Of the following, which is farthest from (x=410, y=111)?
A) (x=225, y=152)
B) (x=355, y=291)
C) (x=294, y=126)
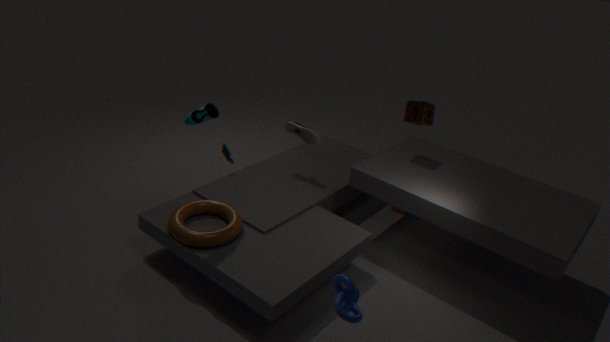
(x=355, y=291)
